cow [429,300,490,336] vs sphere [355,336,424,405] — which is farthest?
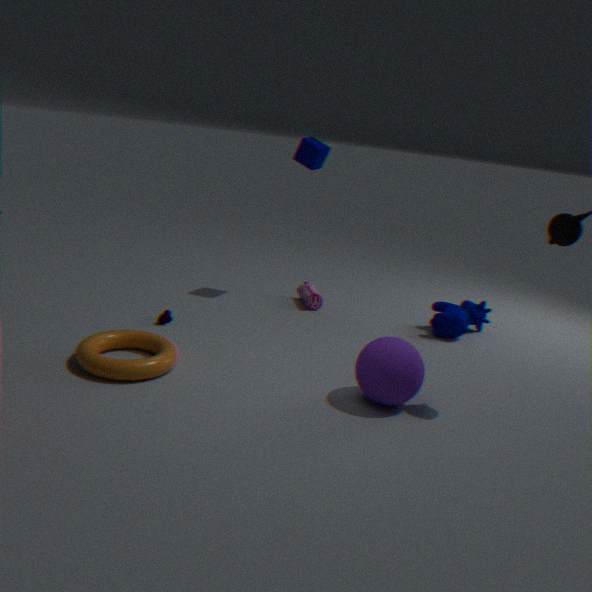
cow [429,300,490,336]
